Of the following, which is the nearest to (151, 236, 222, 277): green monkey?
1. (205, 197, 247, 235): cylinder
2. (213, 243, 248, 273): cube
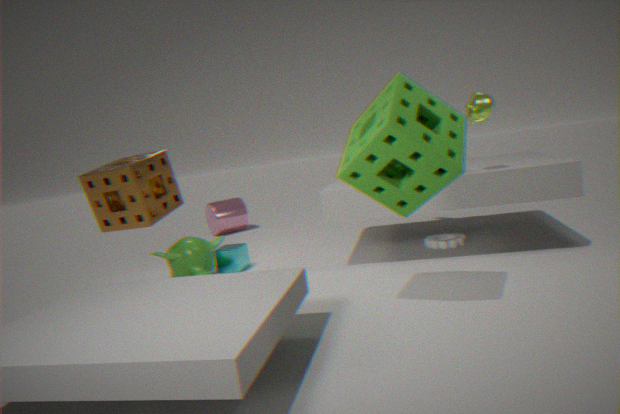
(213, 243, 248, 273): cube
